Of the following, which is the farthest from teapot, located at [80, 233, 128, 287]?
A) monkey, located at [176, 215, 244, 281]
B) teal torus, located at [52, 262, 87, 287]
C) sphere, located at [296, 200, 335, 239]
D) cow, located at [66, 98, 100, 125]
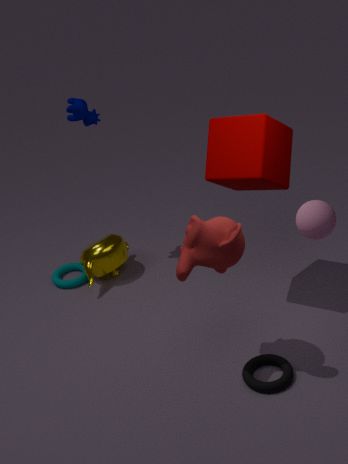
sphere, located at [296, 200, 335, 239]
